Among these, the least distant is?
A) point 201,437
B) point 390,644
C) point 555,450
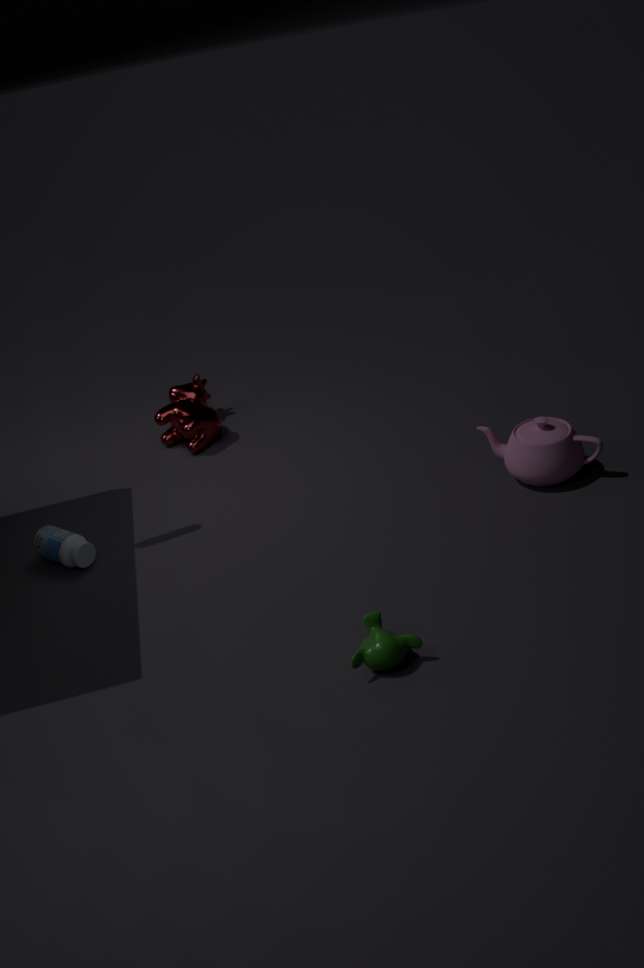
point 390,644
